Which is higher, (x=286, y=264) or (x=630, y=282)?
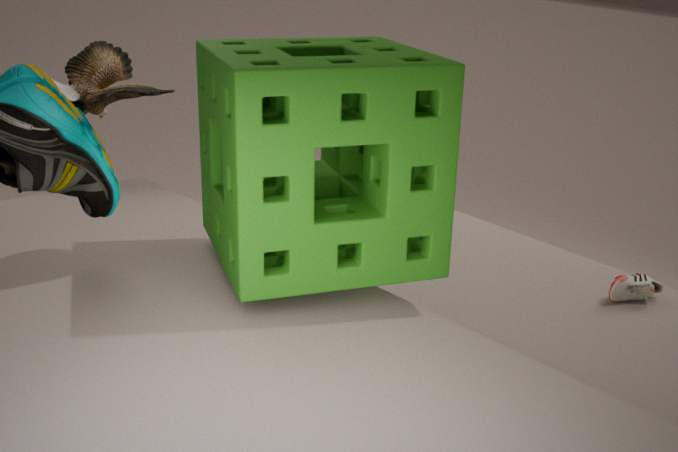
(x=286, y=264)
